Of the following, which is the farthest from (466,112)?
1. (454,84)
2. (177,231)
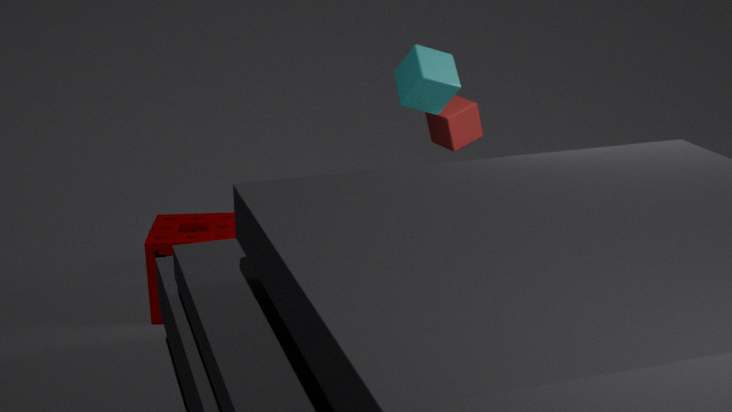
(177,231)
